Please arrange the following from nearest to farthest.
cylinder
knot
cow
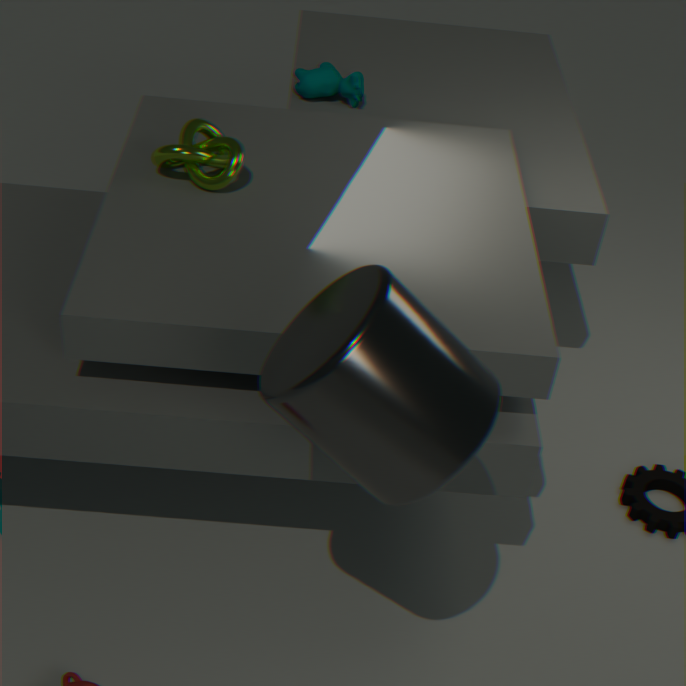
cylinder < knot < cow
